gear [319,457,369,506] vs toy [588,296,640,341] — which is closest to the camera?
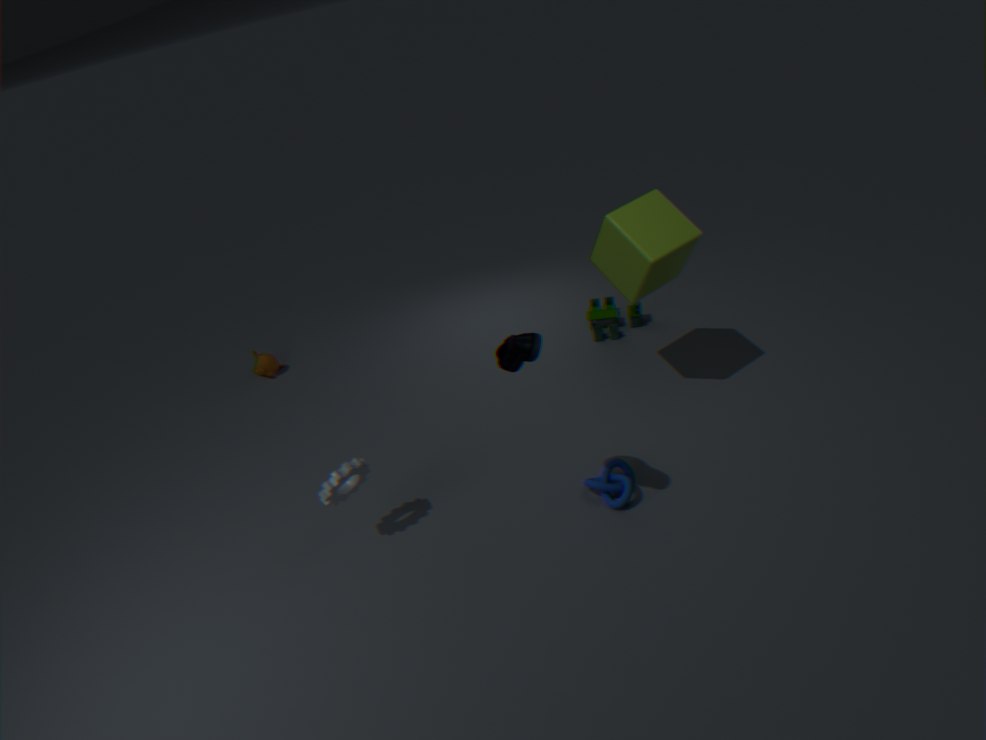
gear [319,457,369,506]
